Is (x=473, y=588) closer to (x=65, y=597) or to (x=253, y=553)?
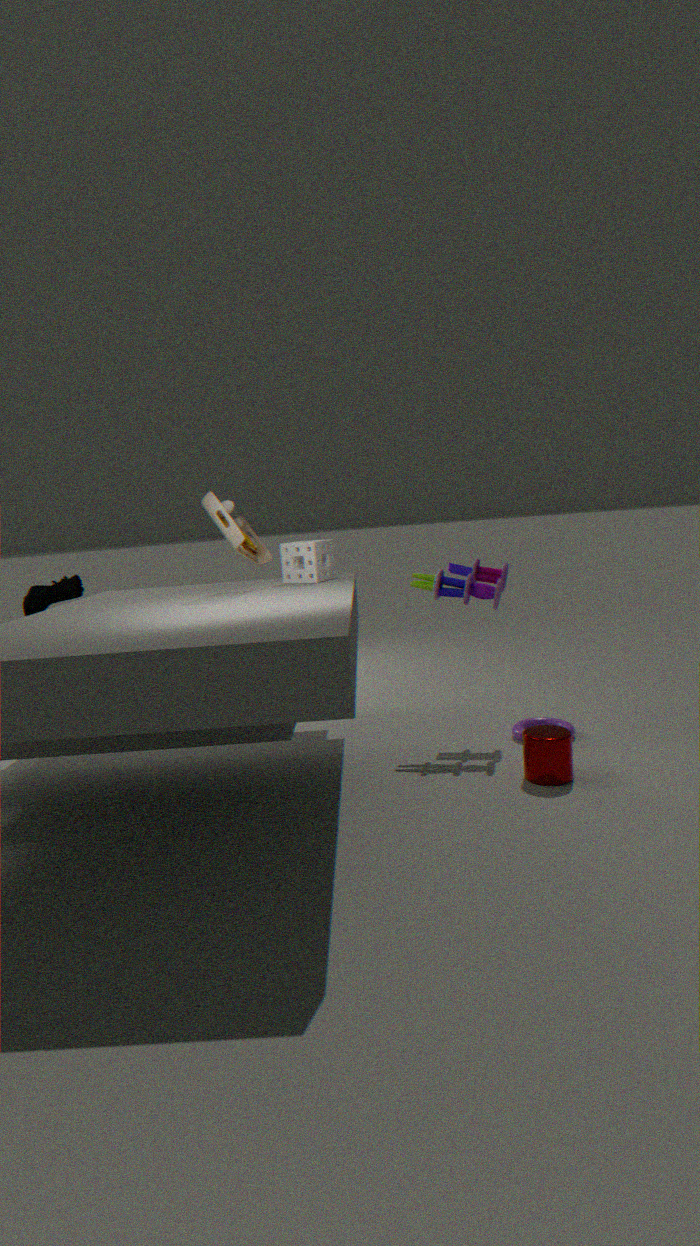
(x=253, y=553)
